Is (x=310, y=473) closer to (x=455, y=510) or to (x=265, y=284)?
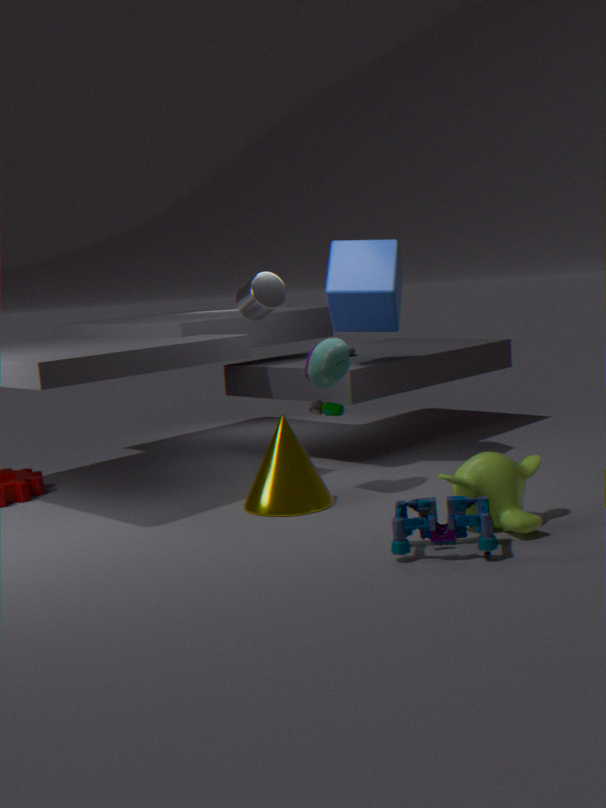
(x=265, y=284)
